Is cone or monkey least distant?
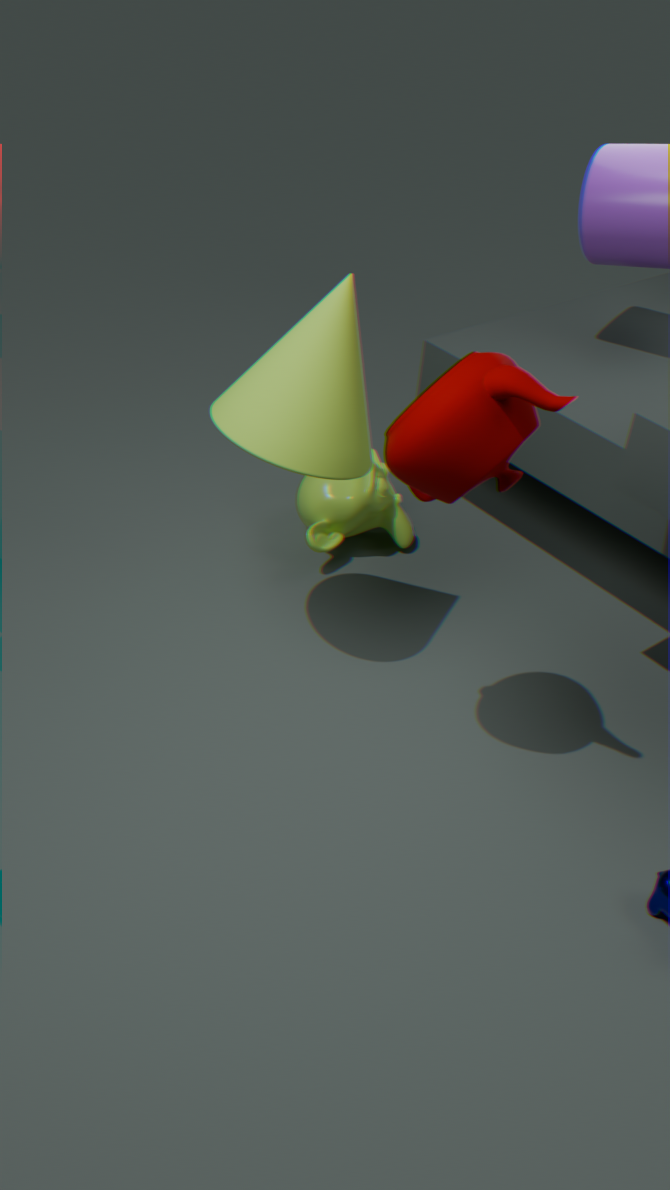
cone
